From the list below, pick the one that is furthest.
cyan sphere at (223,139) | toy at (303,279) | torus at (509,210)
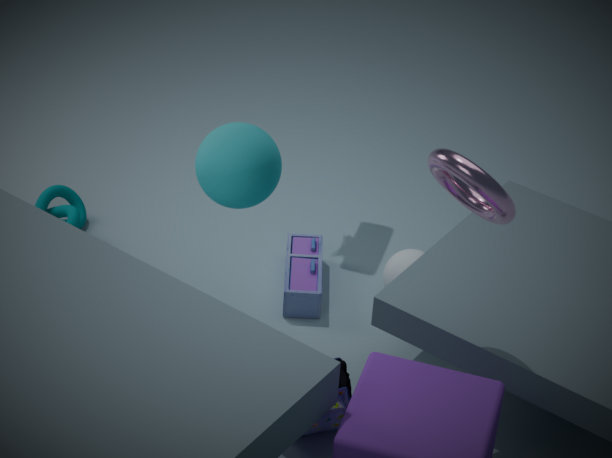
toy at (303,279)
